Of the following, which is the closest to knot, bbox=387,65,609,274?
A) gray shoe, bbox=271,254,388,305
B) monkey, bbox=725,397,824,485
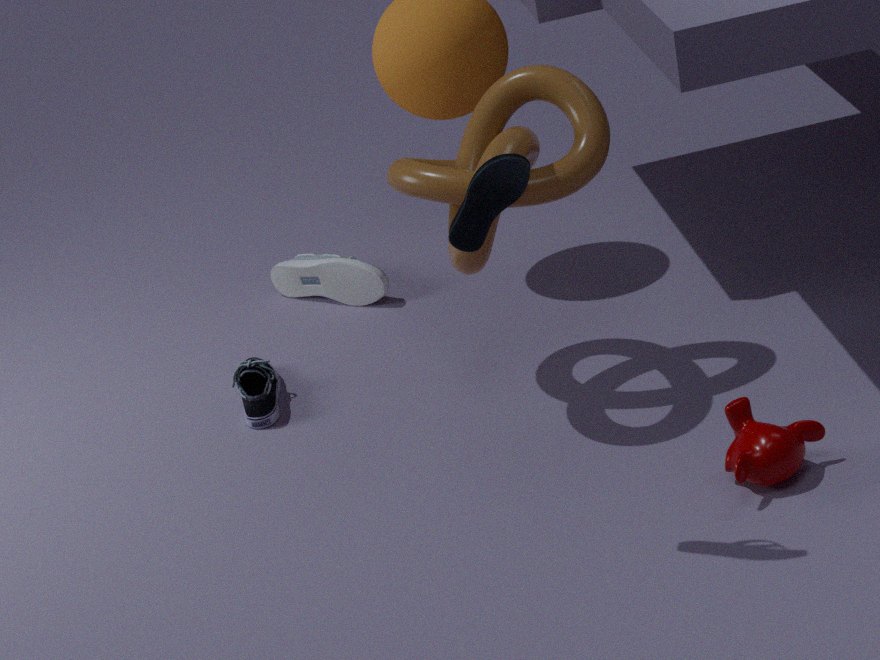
gray shoe, bbox=271,254,388,305
